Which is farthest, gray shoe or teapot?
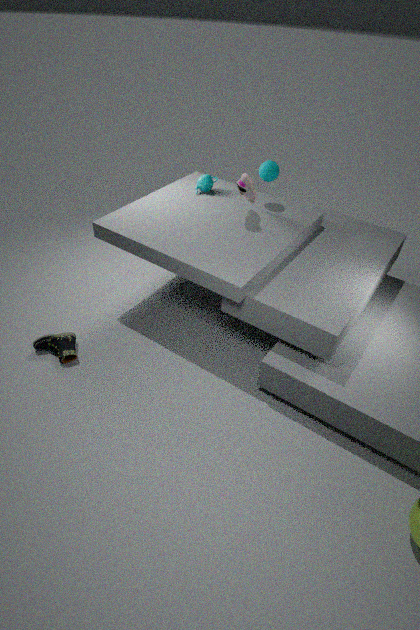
teapot
